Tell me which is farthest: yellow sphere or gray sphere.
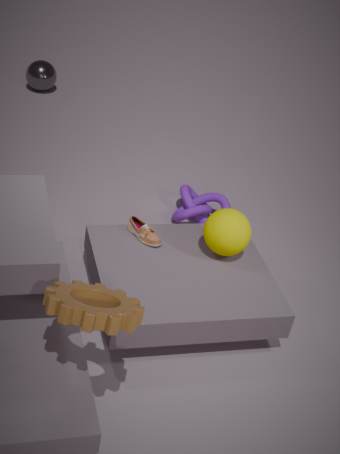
gray sphere
